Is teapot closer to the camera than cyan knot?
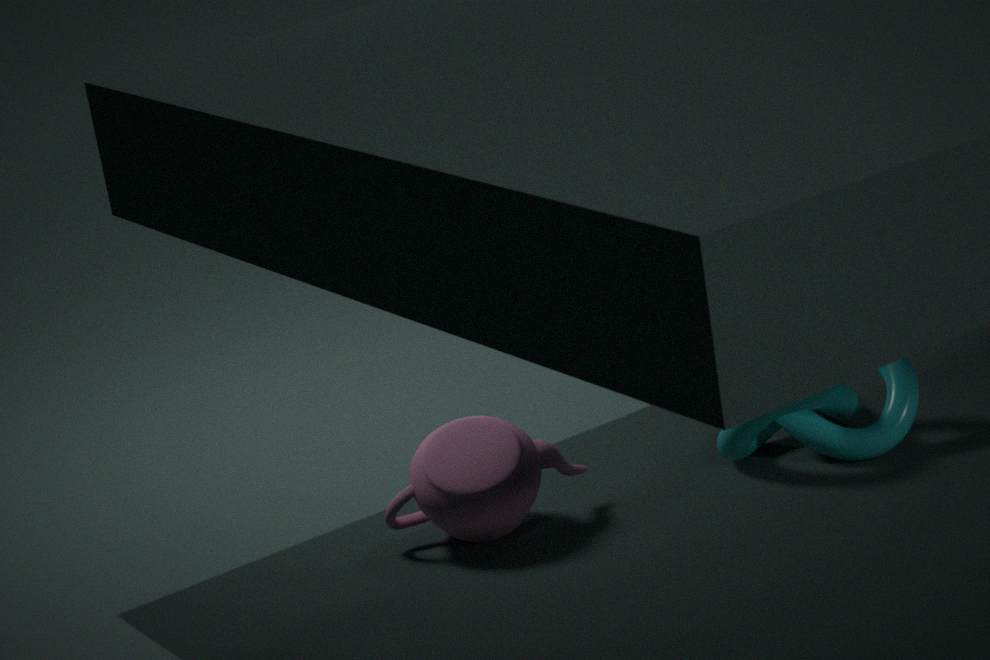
Yes
